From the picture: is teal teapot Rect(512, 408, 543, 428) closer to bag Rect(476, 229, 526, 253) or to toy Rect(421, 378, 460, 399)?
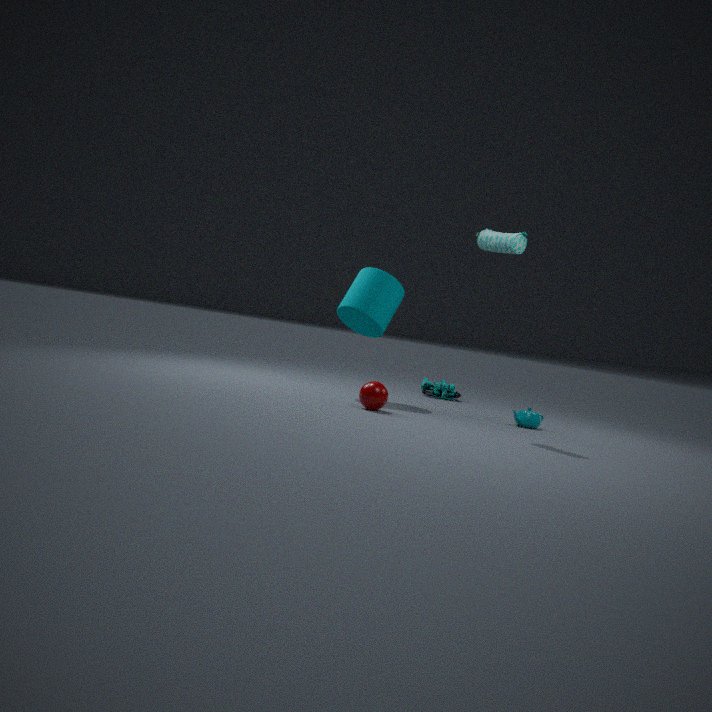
toy Rect(421, 378, 460, 399)
